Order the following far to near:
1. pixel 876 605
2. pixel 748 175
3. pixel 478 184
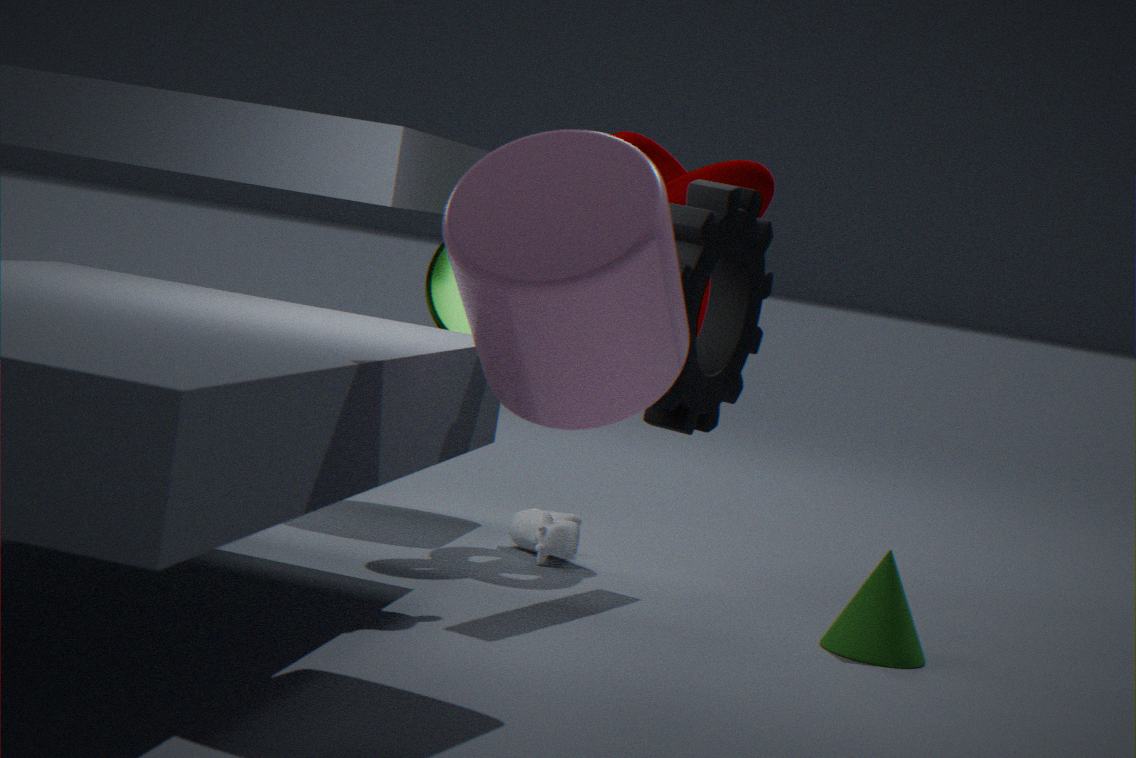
pixel 748 175 → pixel 876 605 → pixel 478 184
